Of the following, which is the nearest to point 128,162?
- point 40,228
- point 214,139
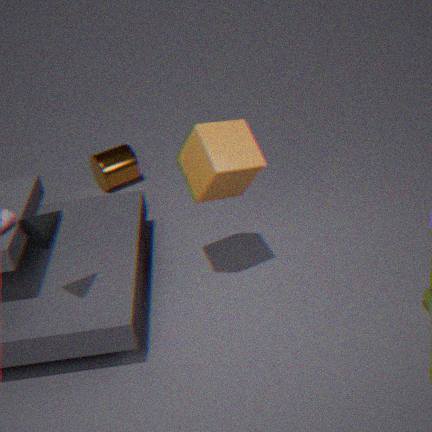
point 214,139
